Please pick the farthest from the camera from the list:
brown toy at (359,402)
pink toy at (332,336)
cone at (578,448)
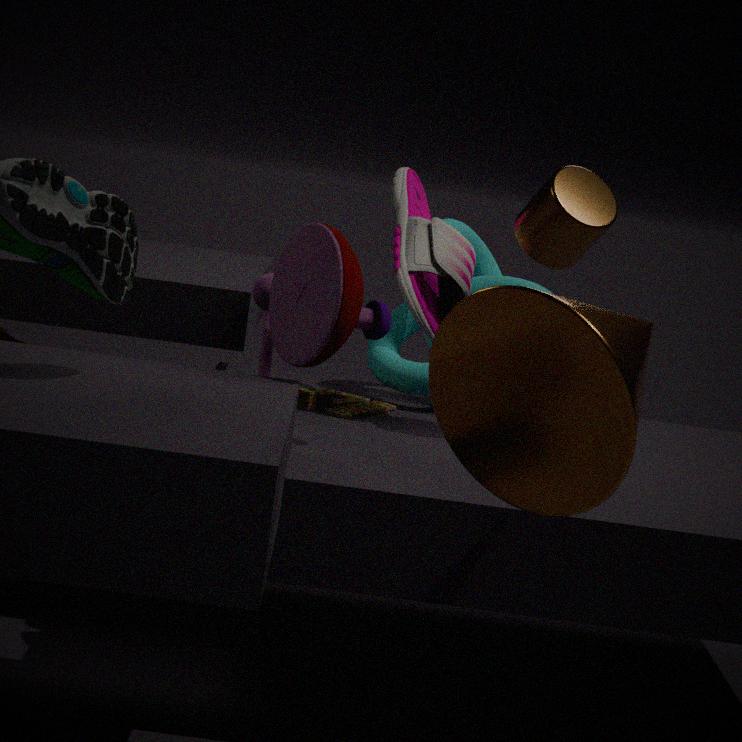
brown toy at (359,402)
